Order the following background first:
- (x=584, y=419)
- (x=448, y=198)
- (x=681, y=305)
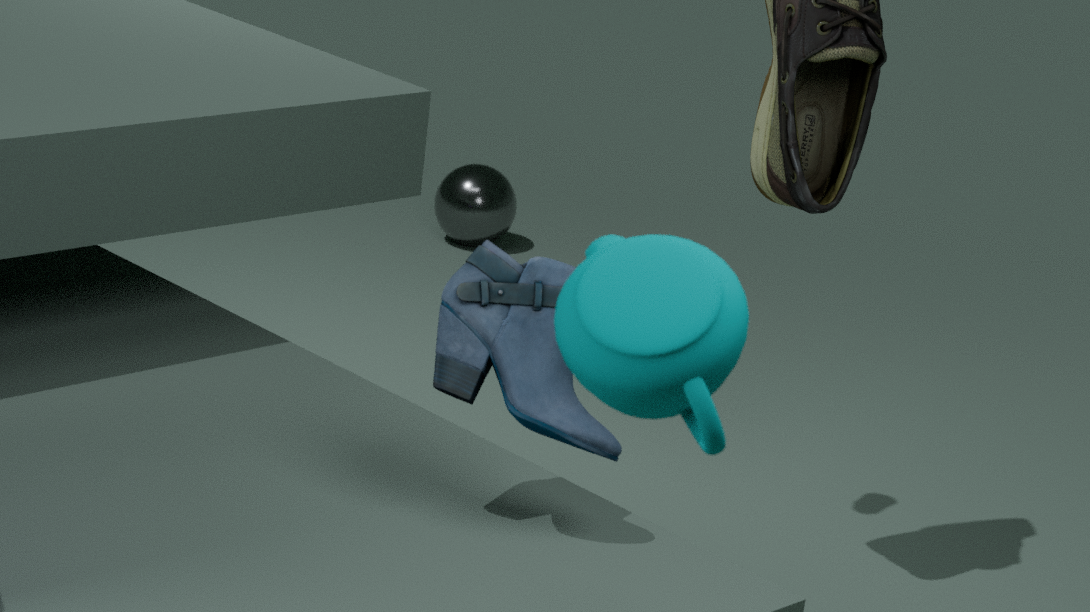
1. (x=448, y=198)
2. (x=584, y=419)
3. (x=681, y=305)
